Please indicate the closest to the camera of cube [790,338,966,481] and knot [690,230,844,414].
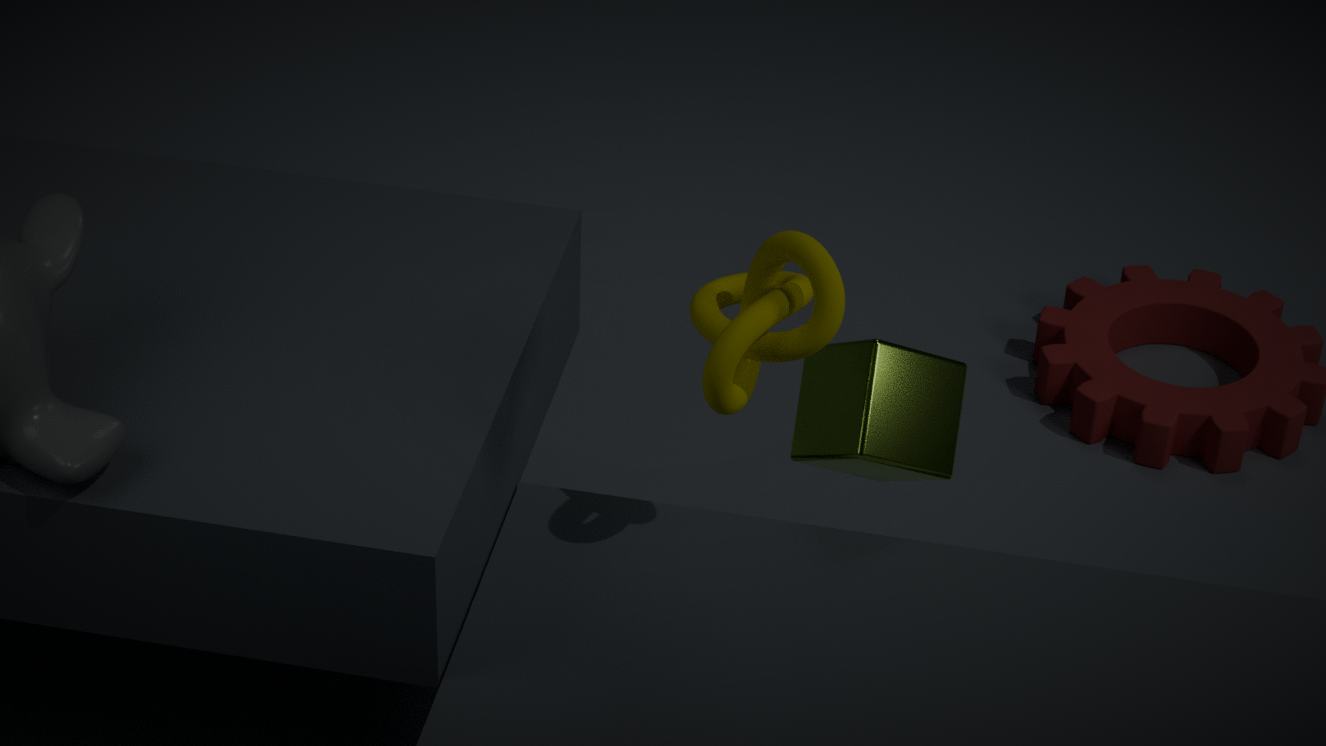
knot [690,230,844,414]
